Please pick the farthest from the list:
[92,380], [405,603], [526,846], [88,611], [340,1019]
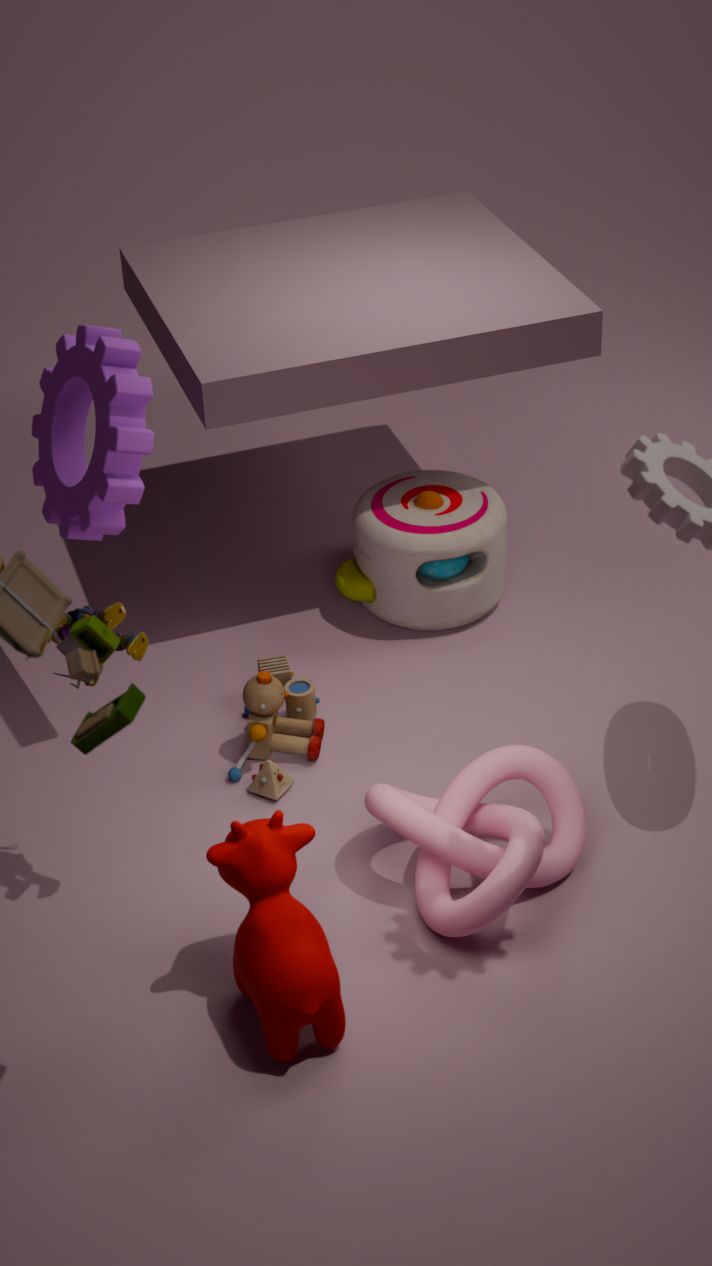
[405,603]
